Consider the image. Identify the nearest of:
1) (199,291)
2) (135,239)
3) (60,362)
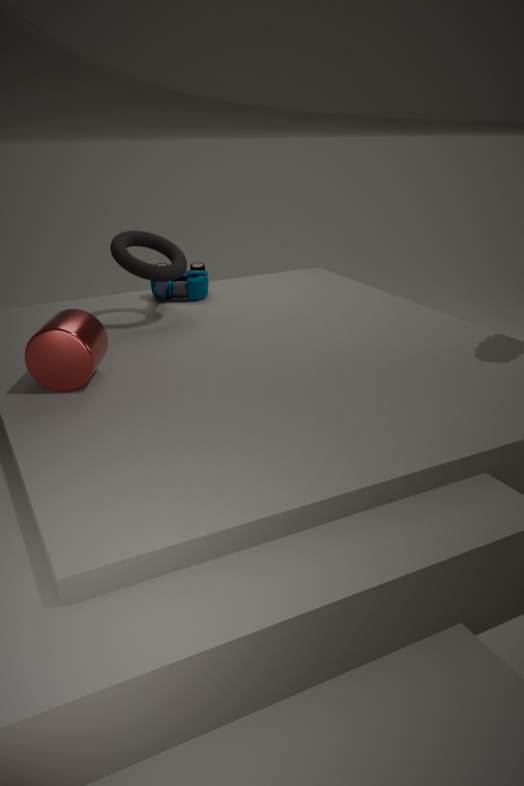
3. (60,362)
